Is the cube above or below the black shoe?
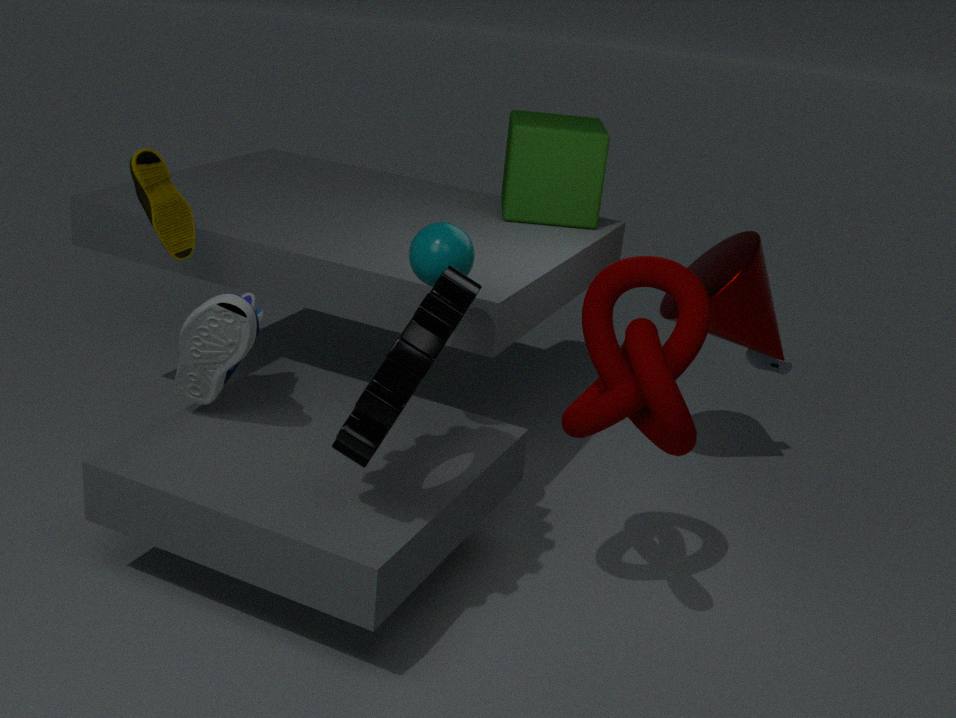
above
